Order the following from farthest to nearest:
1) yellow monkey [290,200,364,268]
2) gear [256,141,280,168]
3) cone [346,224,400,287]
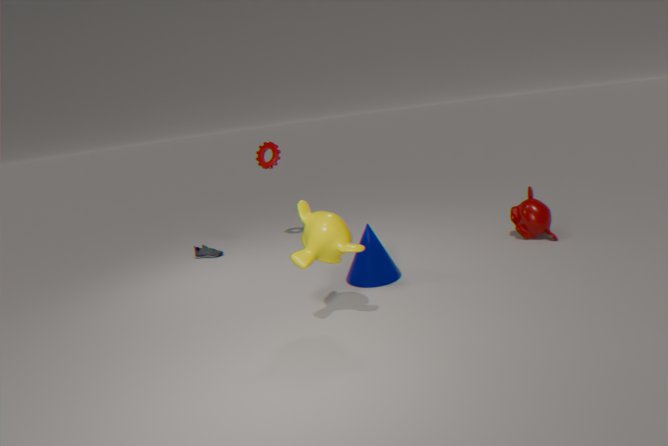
2. gear [256,141,280,168] < 3. cone [346,224,400,287] < 1. yellow monkey [290,200,364,268]
